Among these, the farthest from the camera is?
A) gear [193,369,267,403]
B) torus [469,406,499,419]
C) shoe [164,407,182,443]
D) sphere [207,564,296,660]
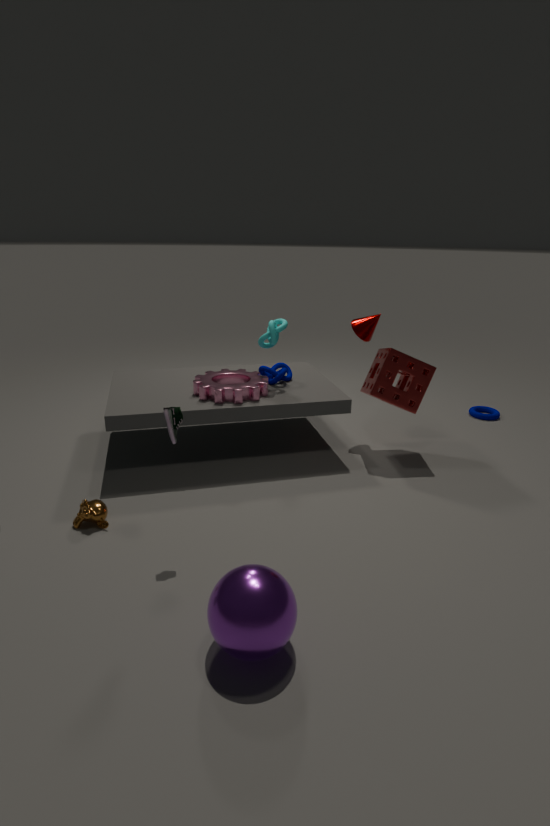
torus [469,406,499,419]
